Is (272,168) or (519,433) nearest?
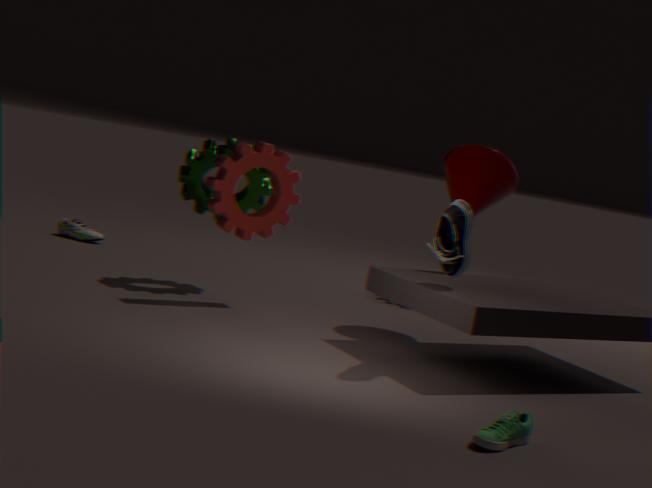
(519,433)
